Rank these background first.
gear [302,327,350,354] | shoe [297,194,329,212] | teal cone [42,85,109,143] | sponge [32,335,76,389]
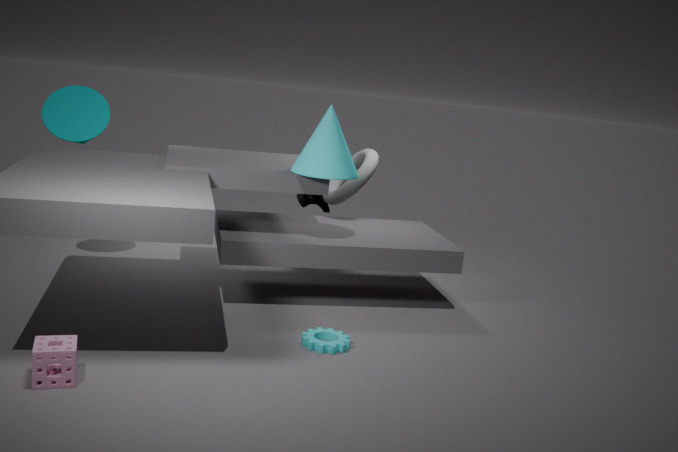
1. shoe [297,194,329,212]
2. teal cone [42,85,109,143]
3. gear [302,327,350,354]
4. sponge [32,335,76,389]
